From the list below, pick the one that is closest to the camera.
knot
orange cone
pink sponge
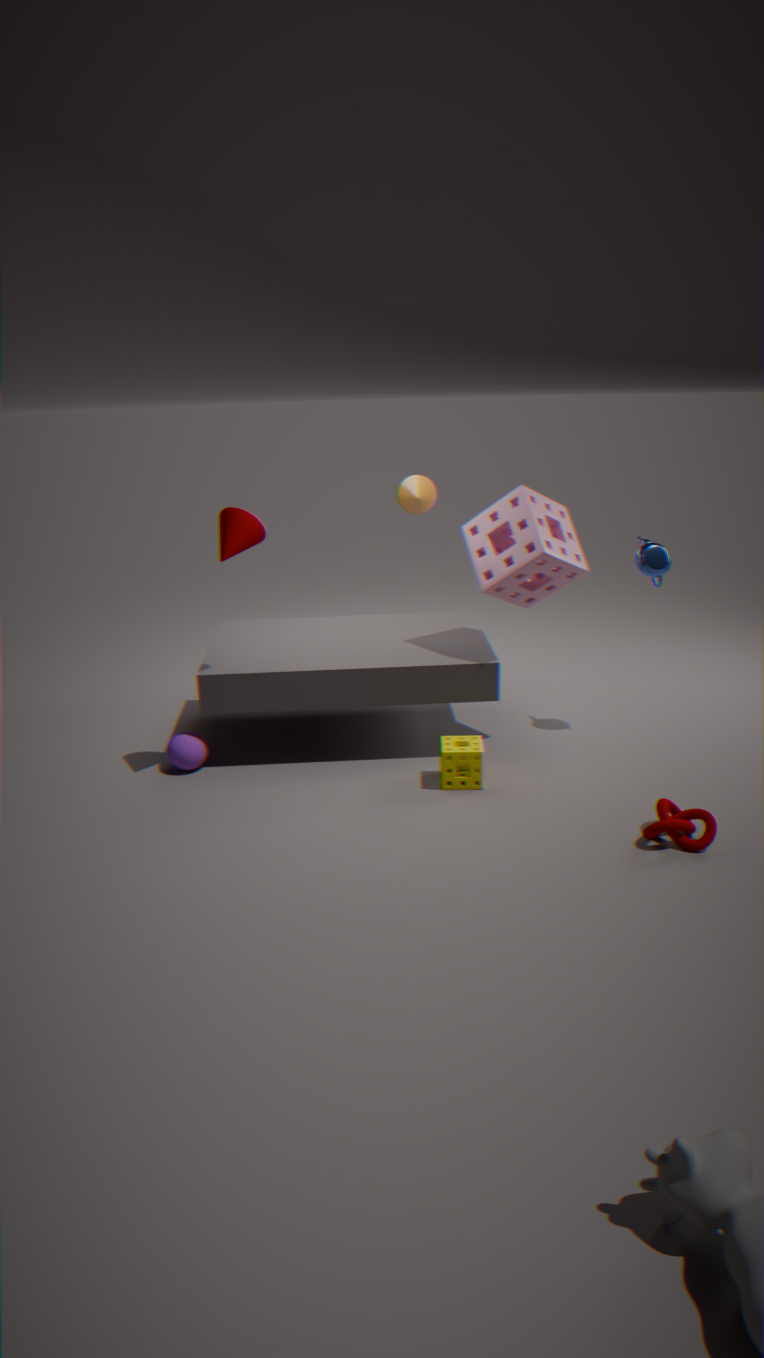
knot
